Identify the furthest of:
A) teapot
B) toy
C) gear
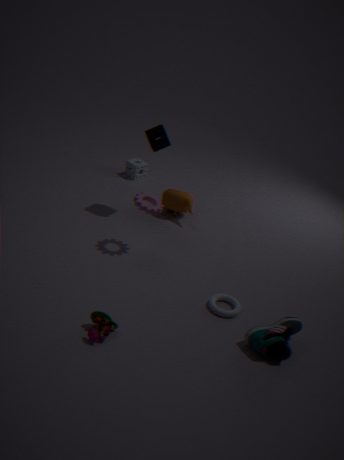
teapot
